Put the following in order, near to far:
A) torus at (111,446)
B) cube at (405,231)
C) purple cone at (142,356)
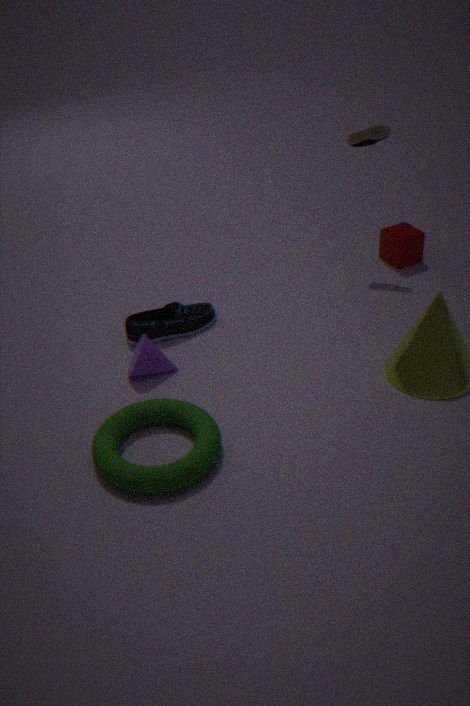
torus at (111,446), purple cone at (142,356), cube at (405,231)
